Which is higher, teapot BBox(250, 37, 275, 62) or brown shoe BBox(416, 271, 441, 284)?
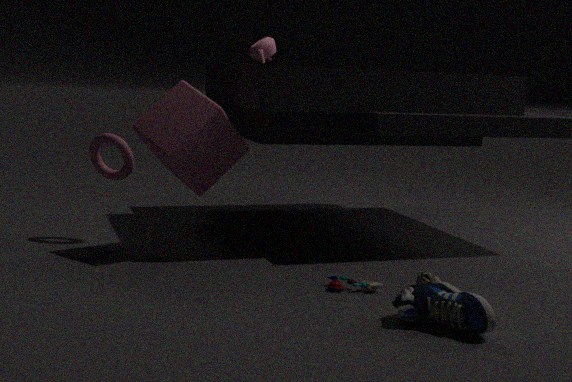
teapot BBox(250, 37, 275, 62)
